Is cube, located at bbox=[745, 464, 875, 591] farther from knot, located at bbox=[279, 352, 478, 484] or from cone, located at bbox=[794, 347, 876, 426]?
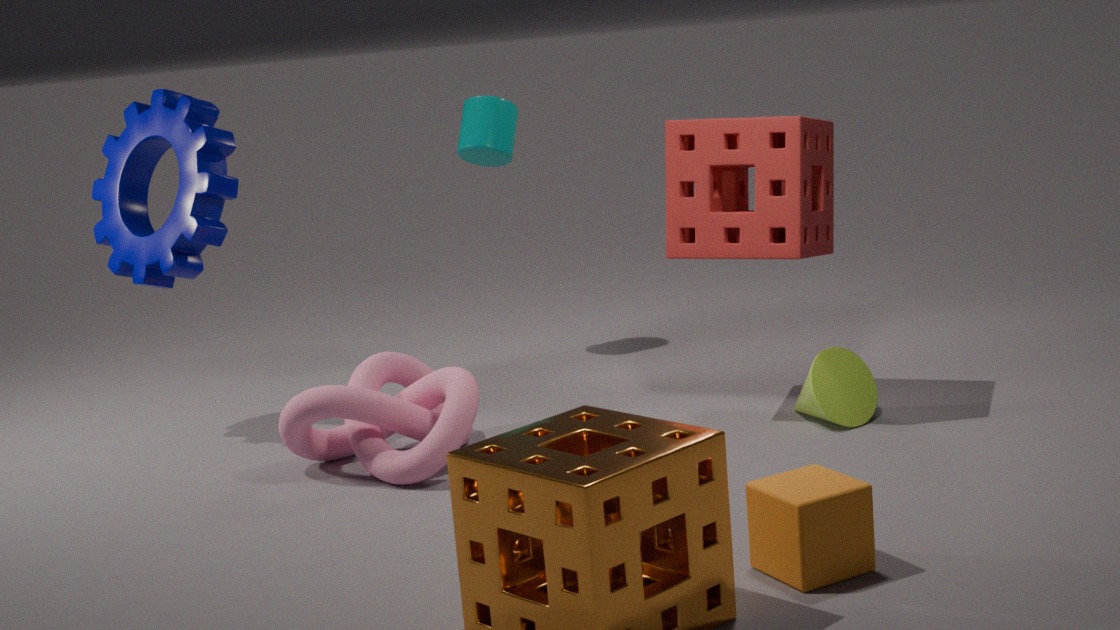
knot, located at bbox=[279, 352, 478, 484]
